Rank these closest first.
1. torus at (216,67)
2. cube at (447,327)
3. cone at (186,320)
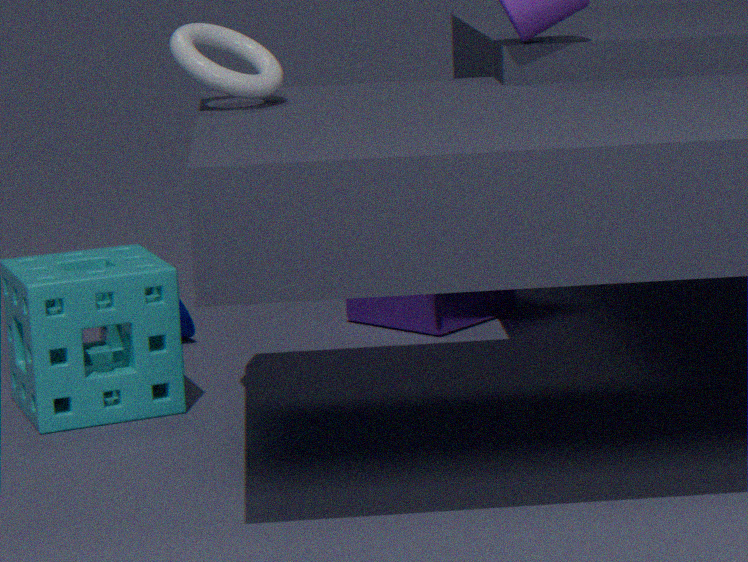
torus at (216,67)
cone at (186,320)
cube at (447,327)
